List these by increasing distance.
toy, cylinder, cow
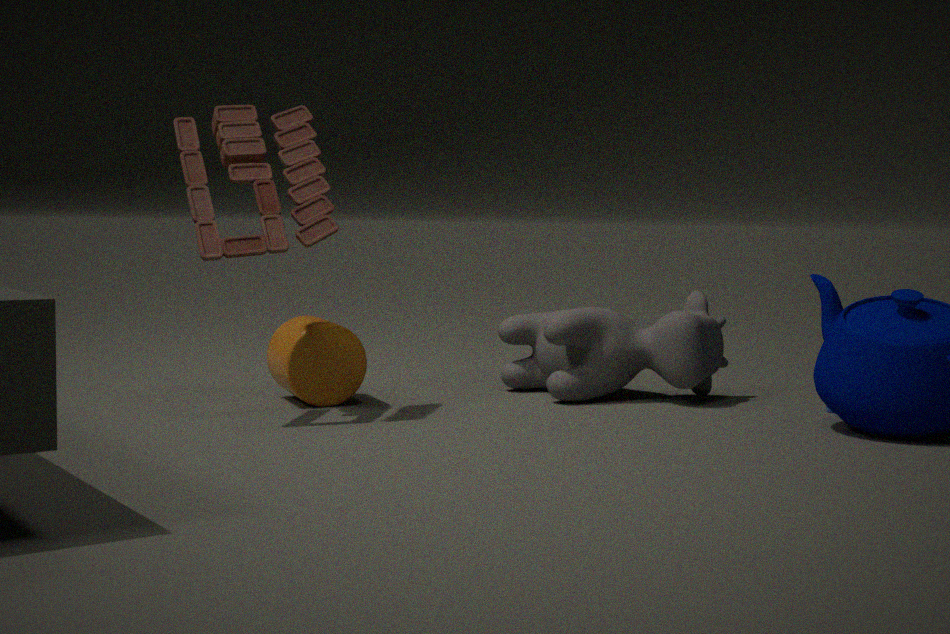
1. toy
2. cylinder
3. cow
